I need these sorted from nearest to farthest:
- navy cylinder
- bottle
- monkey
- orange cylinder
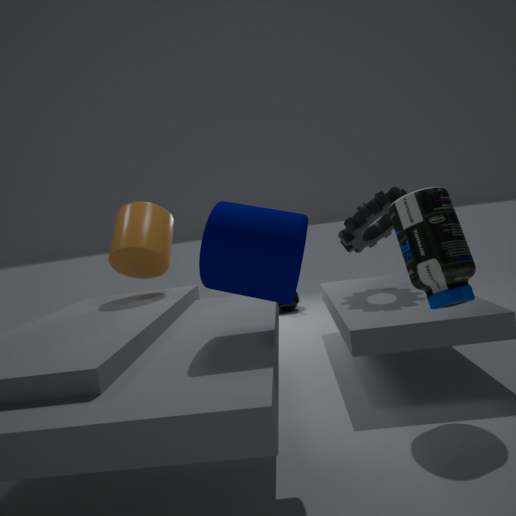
1. navy cylinder
2. bottle
3. orange cylinder
4. monkey
